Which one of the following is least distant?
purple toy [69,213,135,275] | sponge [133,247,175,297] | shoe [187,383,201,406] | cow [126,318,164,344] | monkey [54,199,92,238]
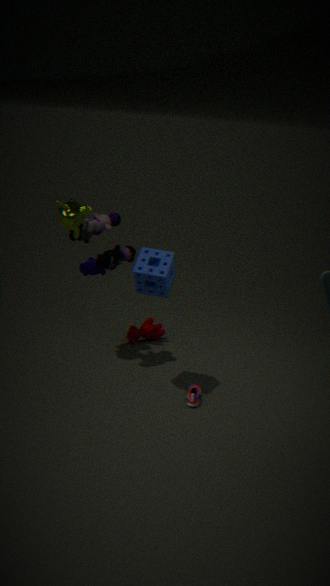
sponge [133,247,175,297]
